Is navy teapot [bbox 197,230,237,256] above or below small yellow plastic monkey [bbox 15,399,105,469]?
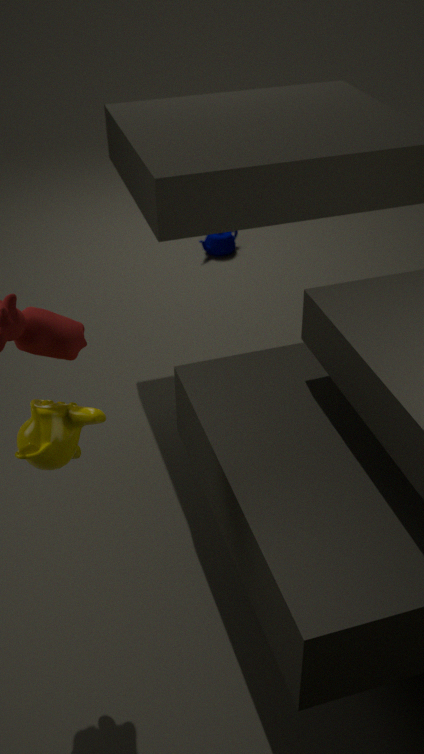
below
